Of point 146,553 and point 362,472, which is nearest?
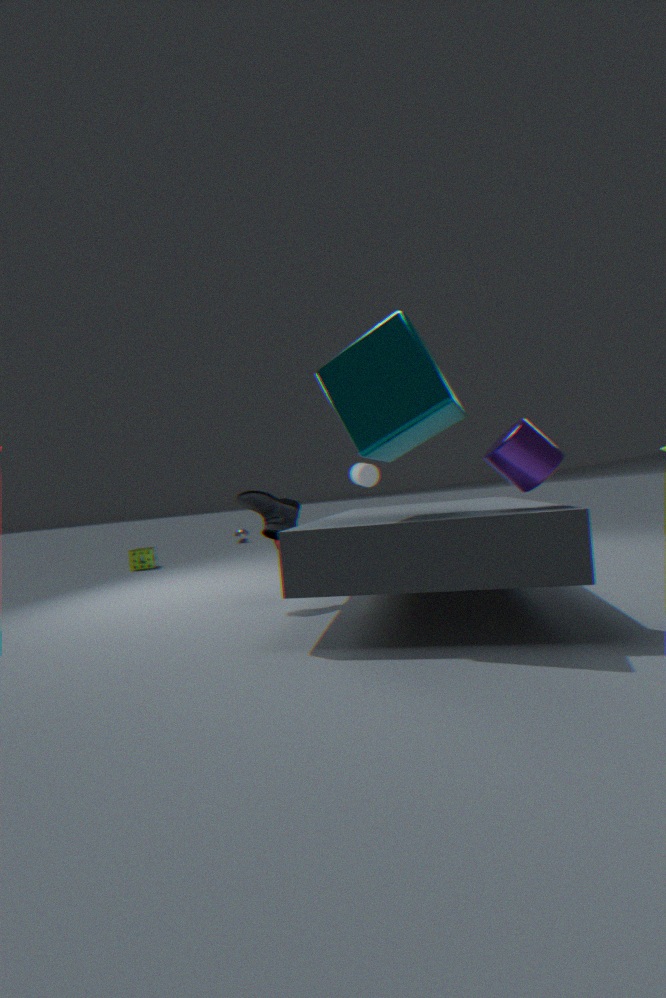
point 362,472
